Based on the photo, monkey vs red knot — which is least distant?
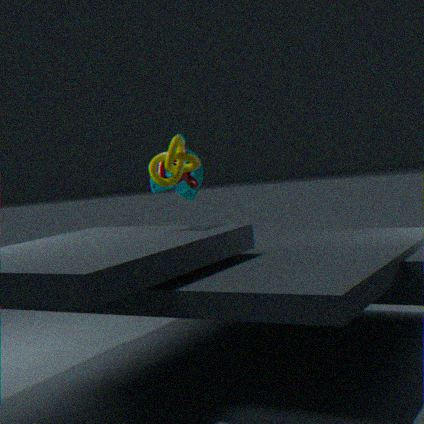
red knot
